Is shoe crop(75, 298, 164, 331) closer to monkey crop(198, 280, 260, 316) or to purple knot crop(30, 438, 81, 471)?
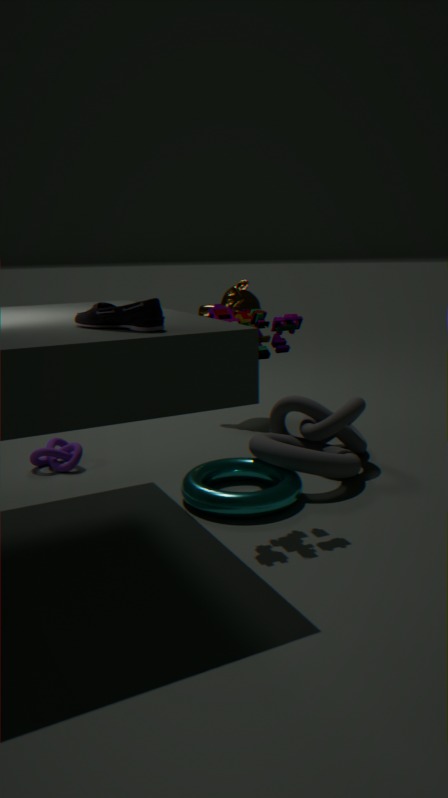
purple knot crop(30, 438, 81, 471)
